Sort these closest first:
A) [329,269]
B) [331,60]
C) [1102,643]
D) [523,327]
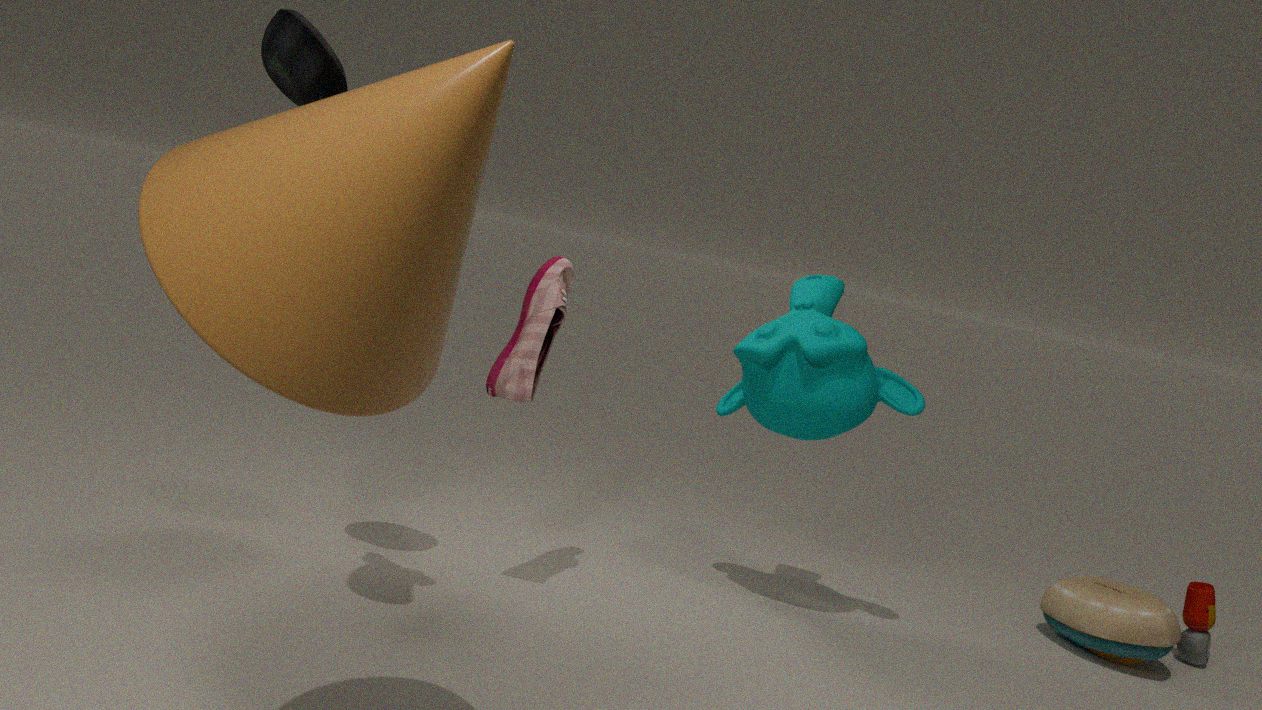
[329,269]
[331,60]
[523,327]
[1102,643]
